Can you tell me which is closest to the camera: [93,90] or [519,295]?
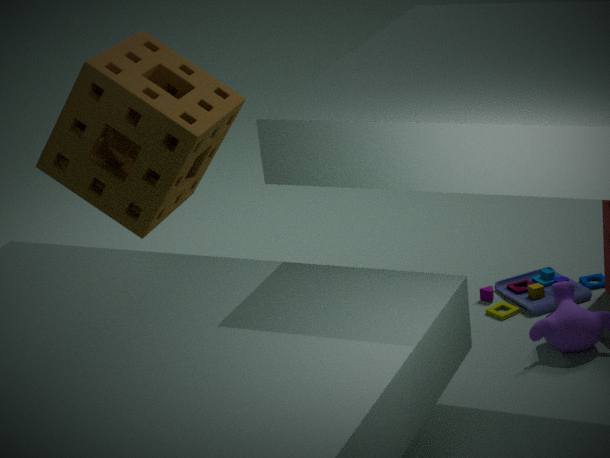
[93,90]
